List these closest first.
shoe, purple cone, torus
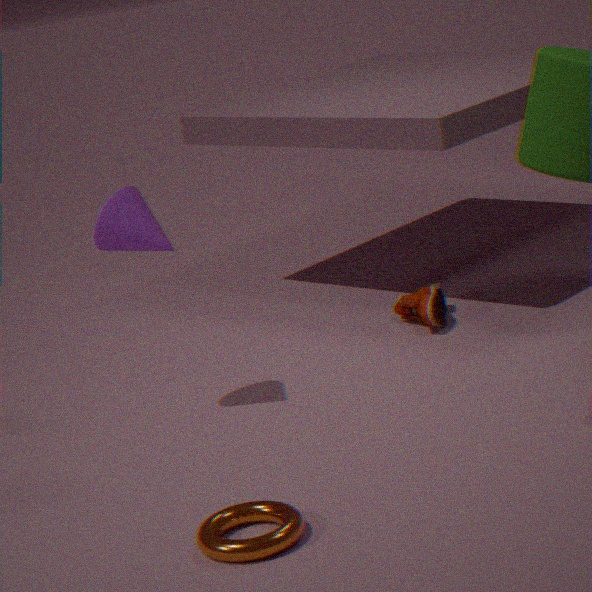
torus, purple cone, shoe
